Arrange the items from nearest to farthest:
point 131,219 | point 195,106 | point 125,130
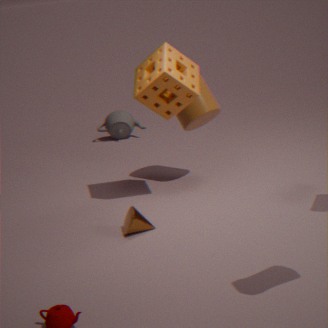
point 131,219 < point 195,106 < point 125,130
